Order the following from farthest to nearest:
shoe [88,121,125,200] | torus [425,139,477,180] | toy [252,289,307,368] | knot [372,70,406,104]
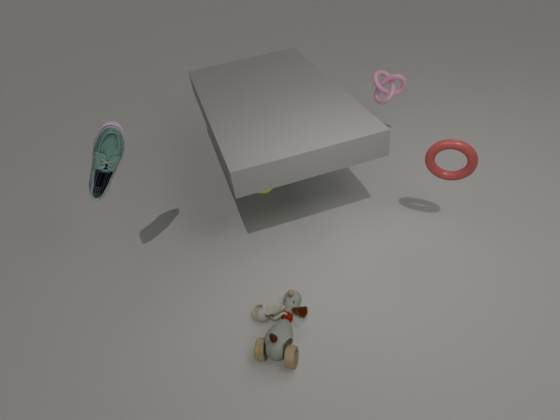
1. knot [372,70,406,104]
2. torus [425,139,477,180]
3. shoe [88,121,125,200]
4. toy [252,289,307,368]
